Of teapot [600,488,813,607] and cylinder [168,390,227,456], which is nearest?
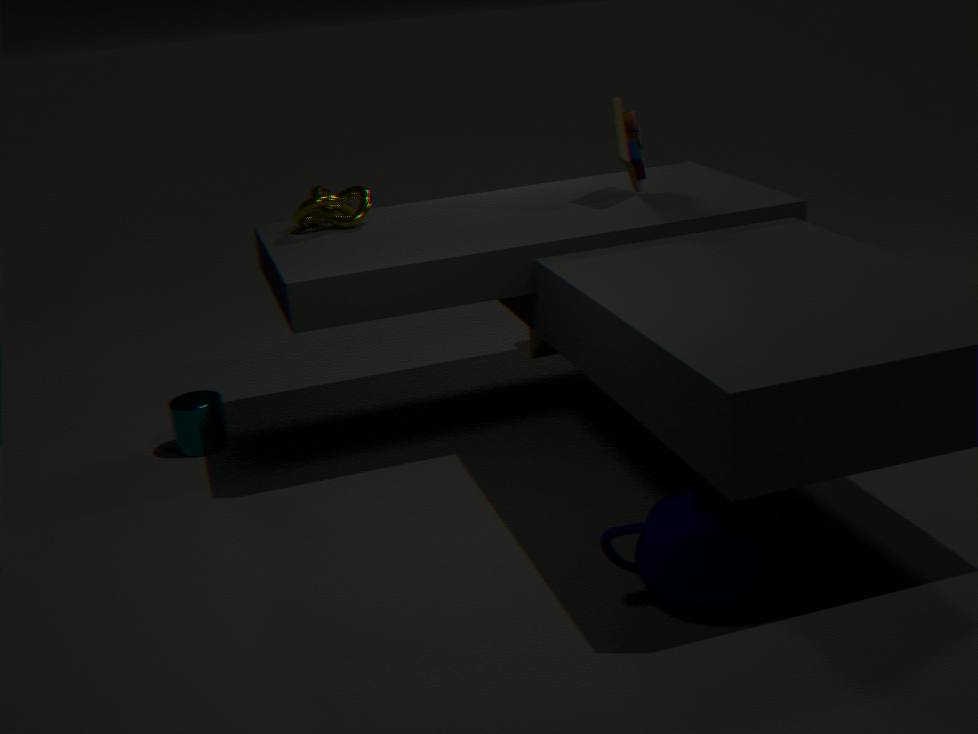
teapot [600,488,813,607]
